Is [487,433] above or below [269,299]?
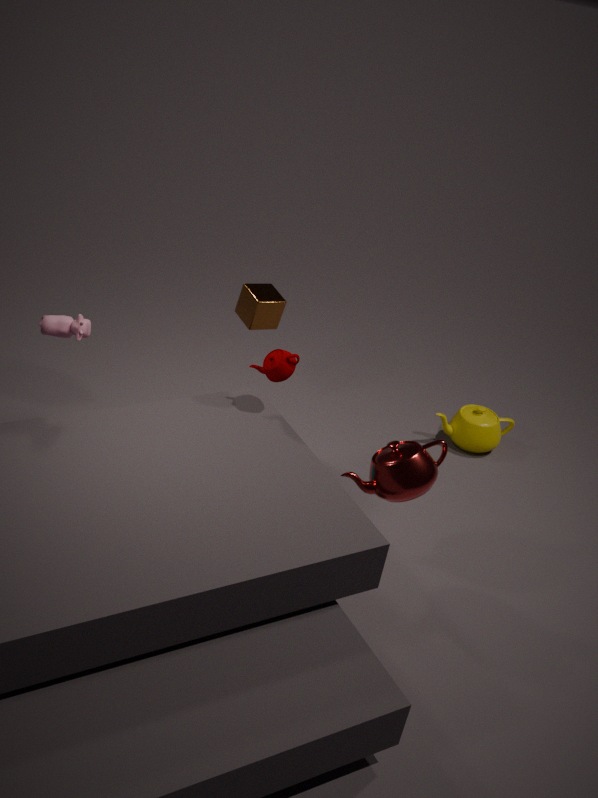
below
